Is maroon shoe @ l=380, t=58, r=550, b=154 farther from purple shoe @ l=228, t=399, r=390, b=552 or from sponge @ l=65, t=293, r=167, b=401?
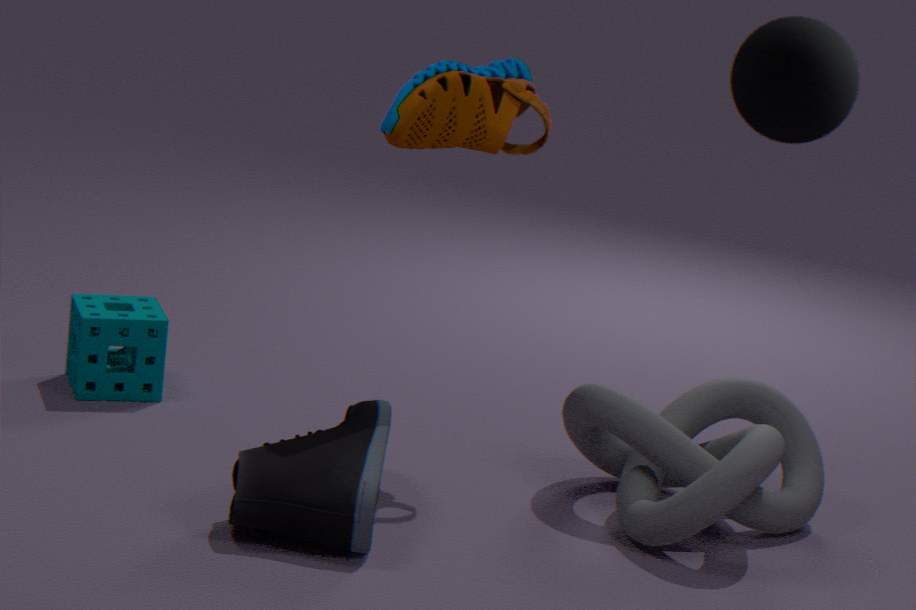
sponge @ l=65, t=293, r=167, b=401
